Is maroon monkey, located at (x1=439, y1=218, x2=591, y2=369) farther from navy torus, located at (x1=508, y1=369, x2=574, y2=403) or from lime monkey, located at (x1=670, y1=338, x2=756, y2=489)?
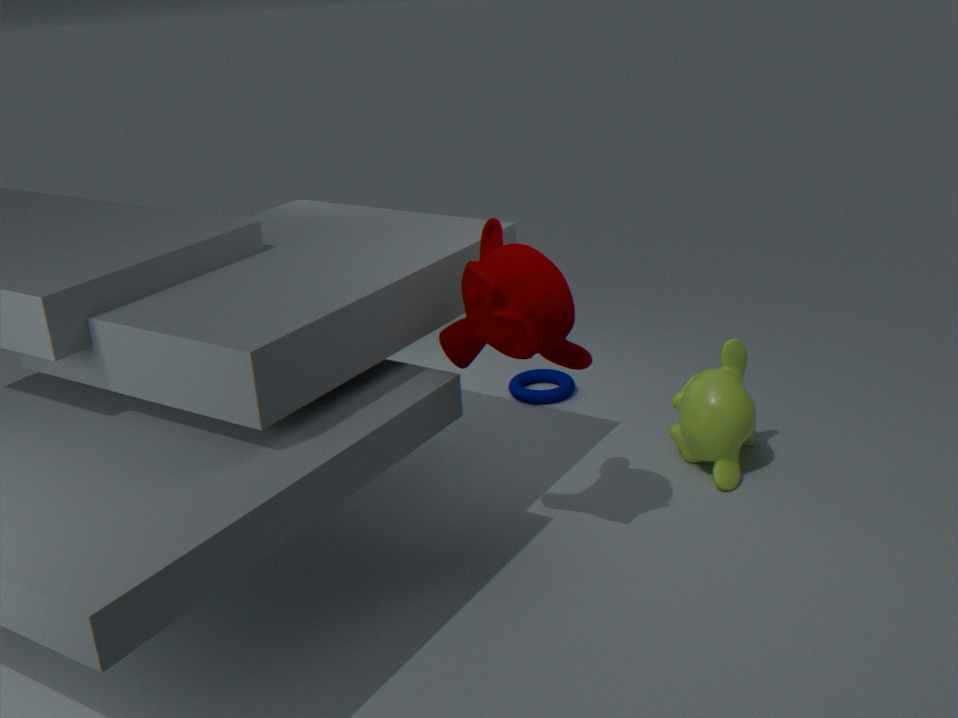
navy torus, located at (x1=508, y1=369, x2=574, y2=403)
